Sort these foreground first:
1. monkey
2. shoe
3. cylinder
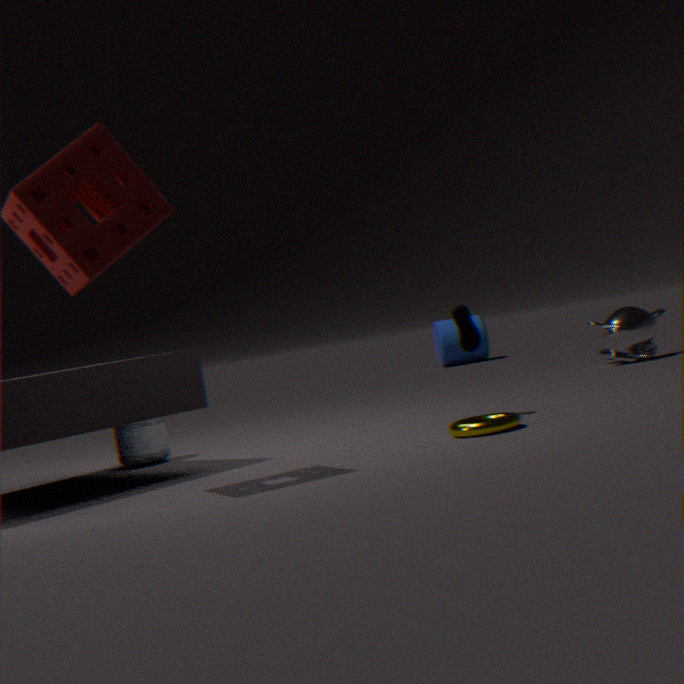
shoe < monkey < cylinder
